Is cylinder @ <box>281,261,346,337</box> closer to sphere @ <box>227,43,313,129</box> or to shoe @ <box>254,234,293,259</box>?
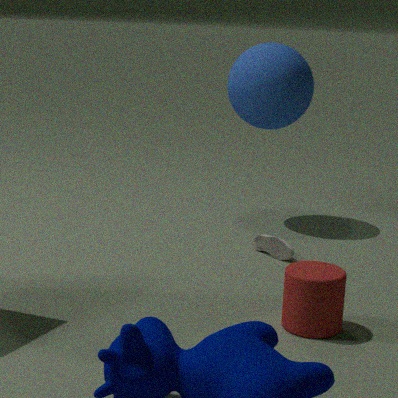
shoe @ <box>254,234,293,259</box>
